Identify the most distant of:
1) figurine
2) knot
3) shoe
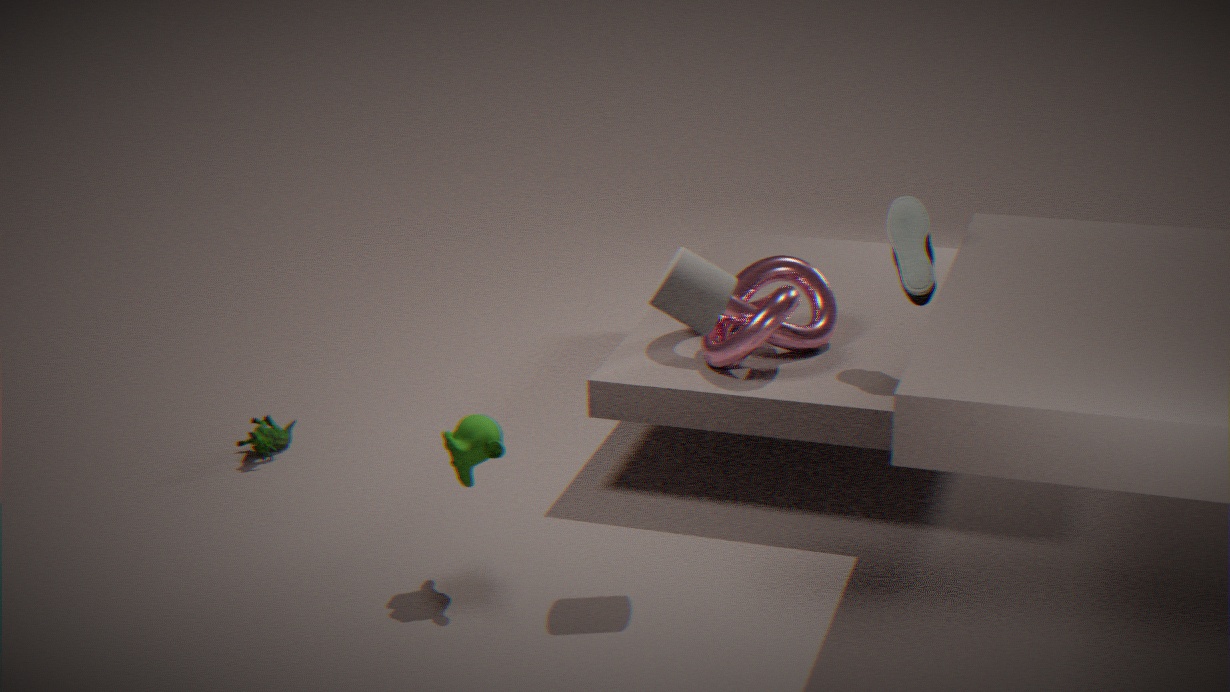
1. figurine
